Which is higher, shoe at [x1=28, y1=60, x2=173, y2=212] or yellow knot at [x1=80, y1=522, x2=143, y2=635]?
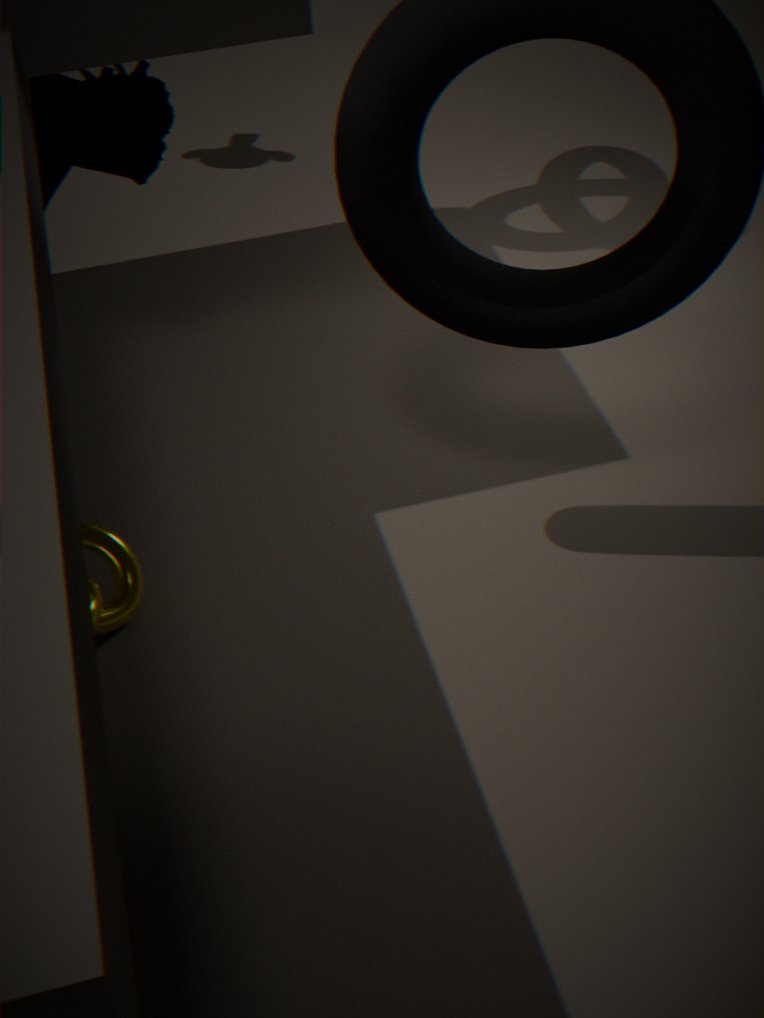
shoe at [x1=28, y1=60, x2=173, y2=212]
